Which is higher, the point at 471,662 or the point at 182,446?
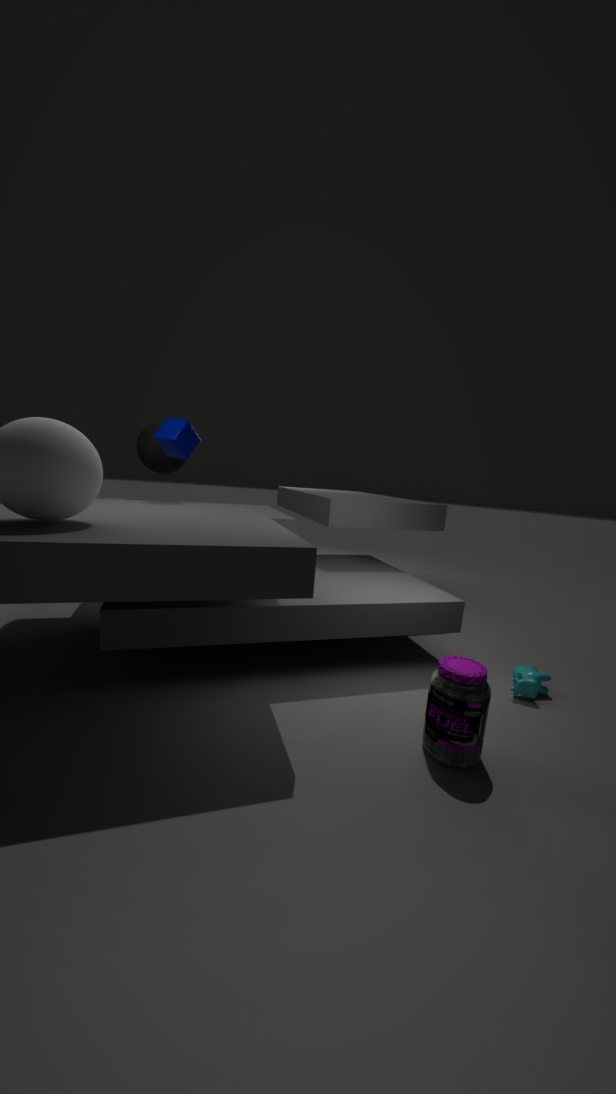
the point at 182,446
